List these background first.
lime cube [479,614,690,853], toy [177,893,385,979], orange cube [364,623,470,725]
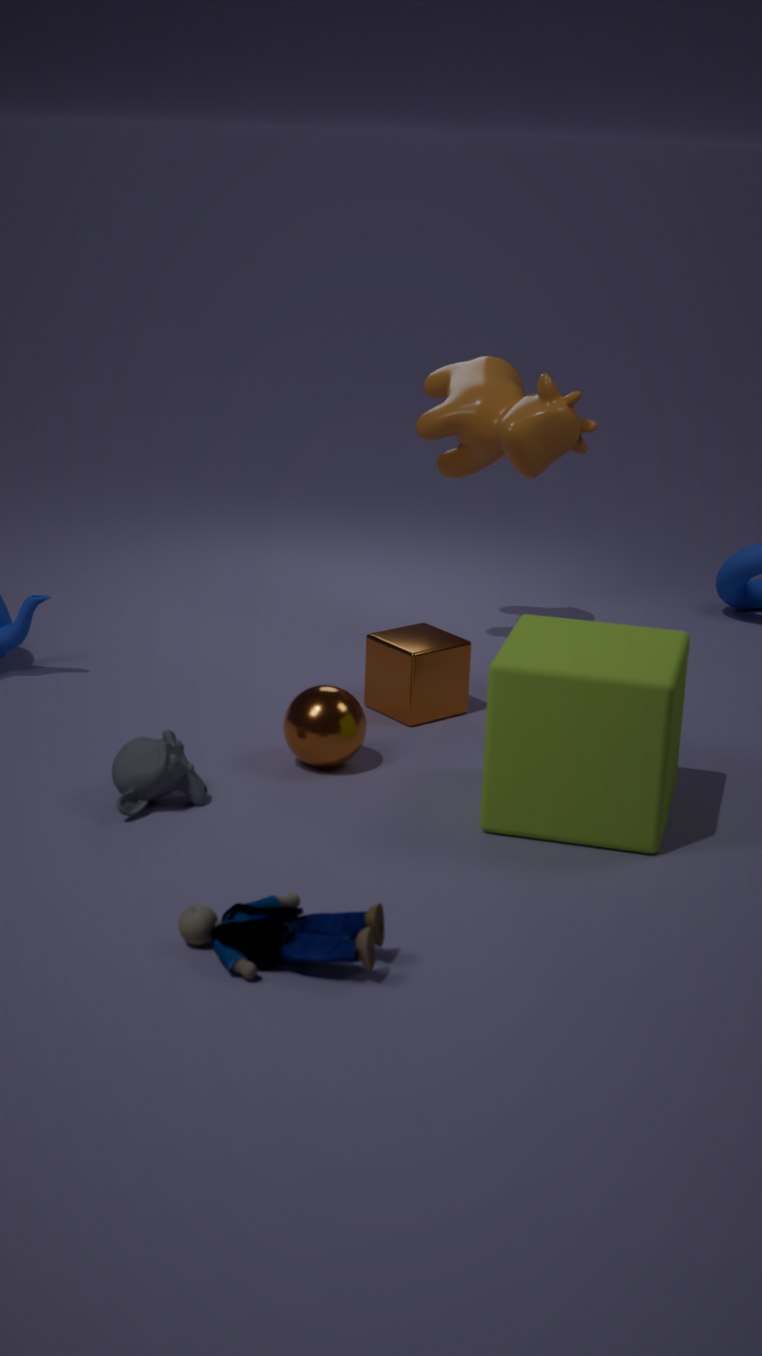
orange cube [364,623,470,725] < lime cube [479,614,690,853] < toy [177,893,385,979]
